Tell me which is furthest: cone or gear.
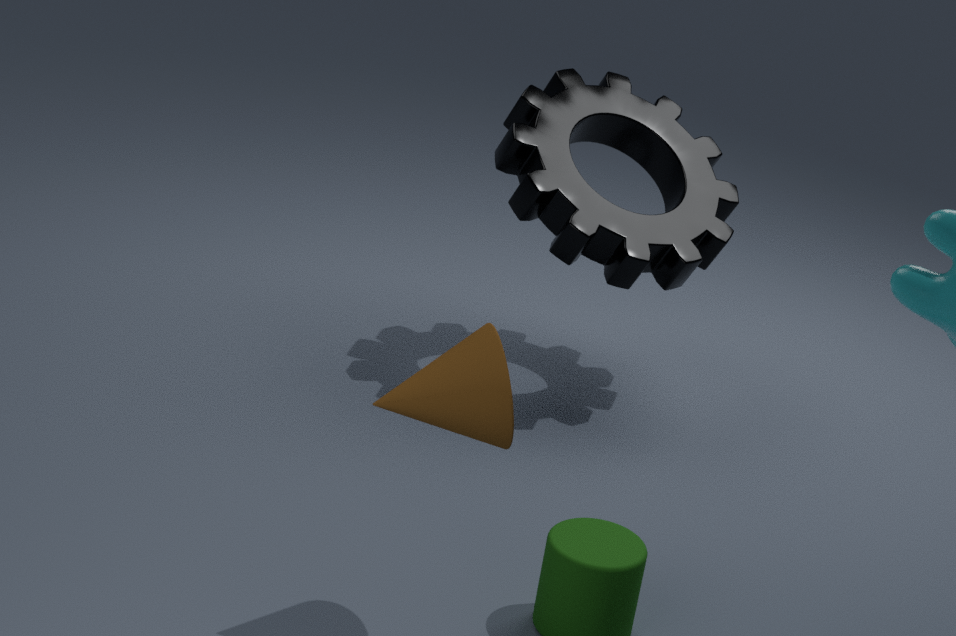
gear
